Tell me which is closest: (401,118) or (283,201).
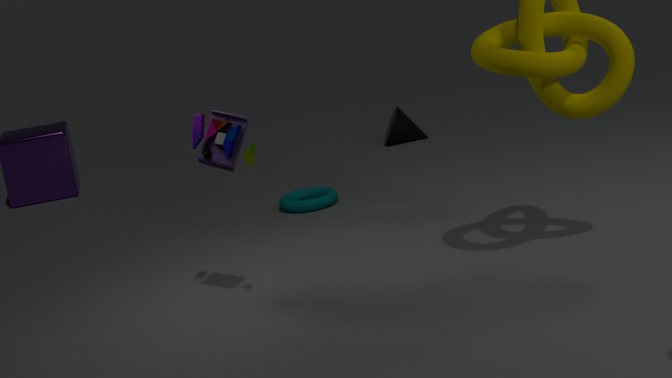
(283,201)
